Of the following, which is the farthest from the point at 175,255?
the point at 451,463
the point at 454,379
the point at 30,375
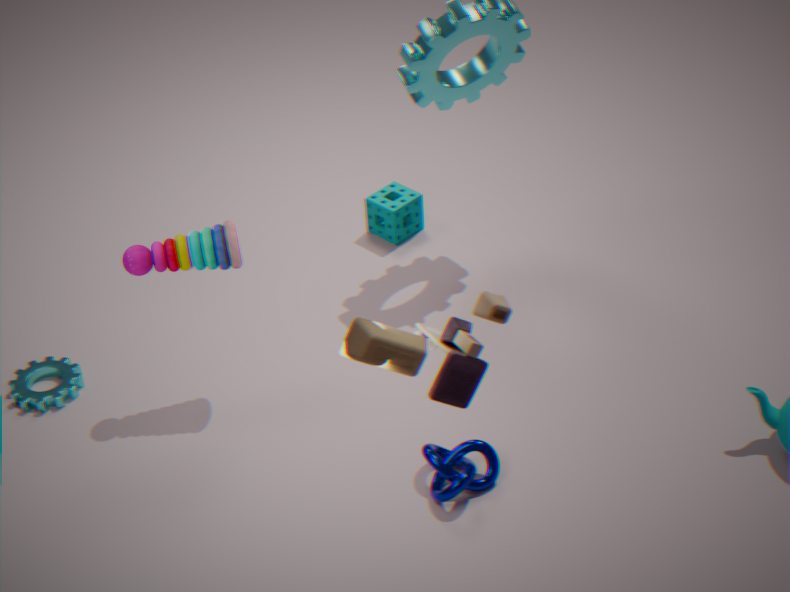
the point at 454,379
